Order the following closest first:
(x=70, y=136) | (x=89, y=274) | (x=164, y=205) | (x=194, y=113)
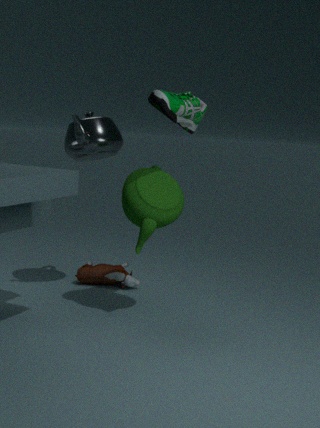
(x=164, y=205) < (x=194, y=113) < (x=70, y=136) < (x=89, y=274)
